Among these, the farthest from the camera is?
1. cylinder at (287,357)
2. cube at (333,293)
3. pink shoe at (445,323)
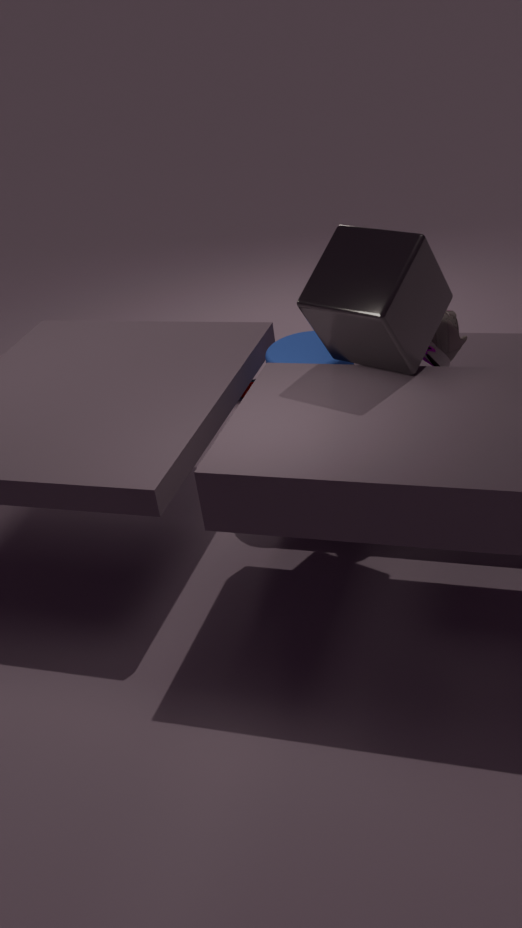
cylinder at (287,357)
